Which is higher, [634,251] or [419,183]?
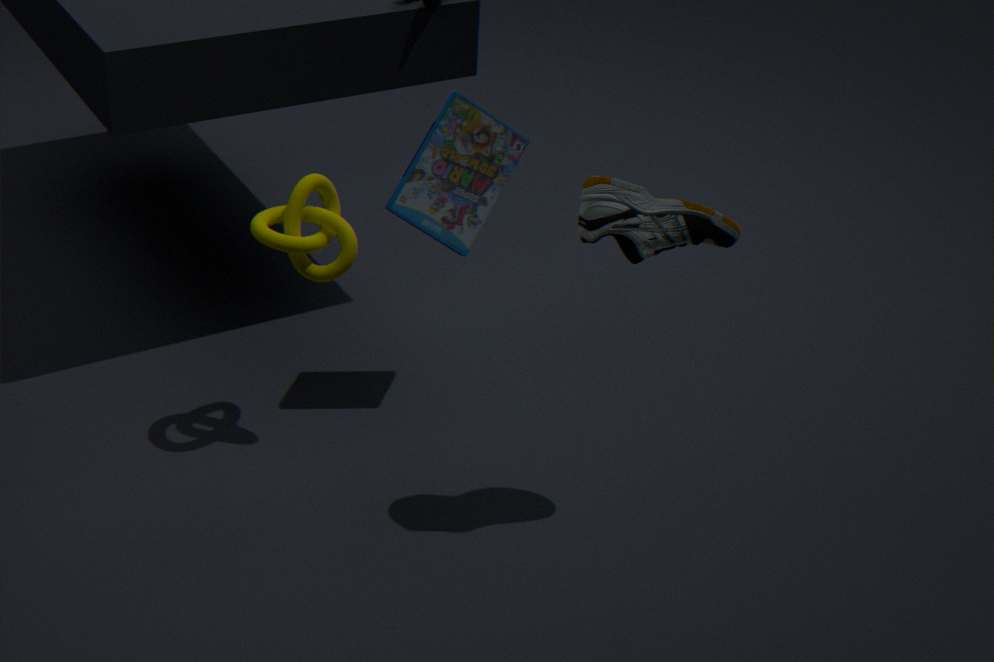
[634,251]
